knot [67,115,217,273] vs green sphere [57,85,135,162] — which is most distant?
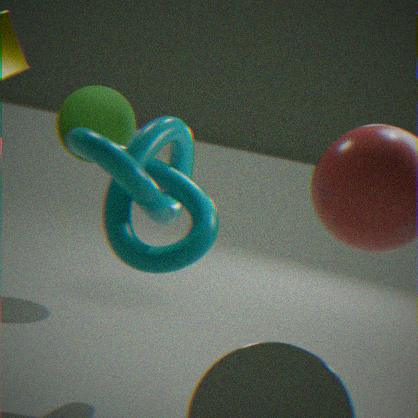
green sphere [57,85,135,162]
